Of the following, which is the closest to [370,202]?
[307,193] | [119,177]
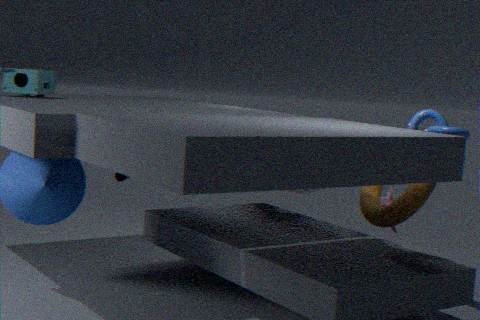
[307,193]
